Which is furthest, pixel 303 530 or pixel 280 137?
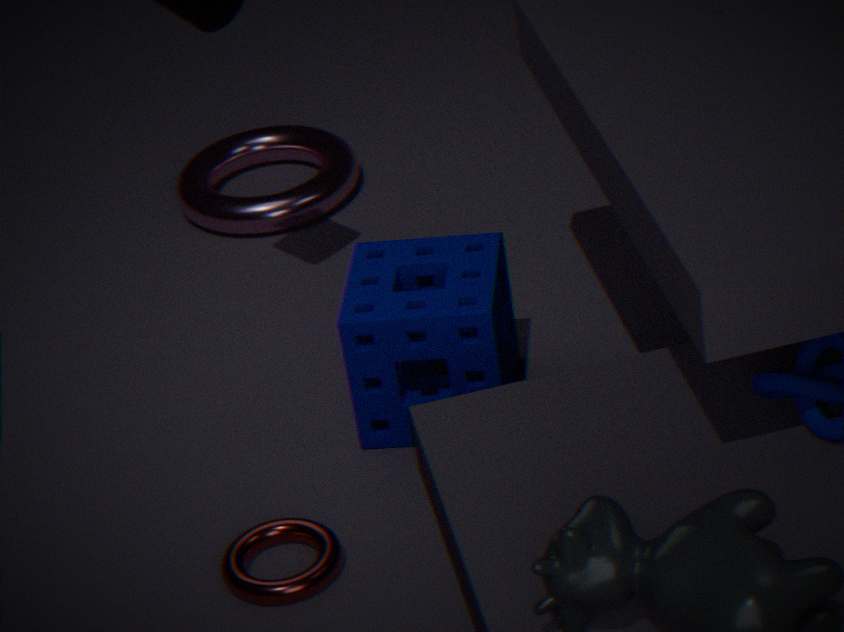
pixel 280 137
